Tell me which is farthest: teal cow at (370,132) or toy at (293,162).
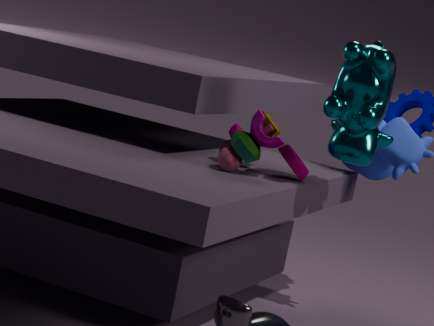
toy at (293,162)
